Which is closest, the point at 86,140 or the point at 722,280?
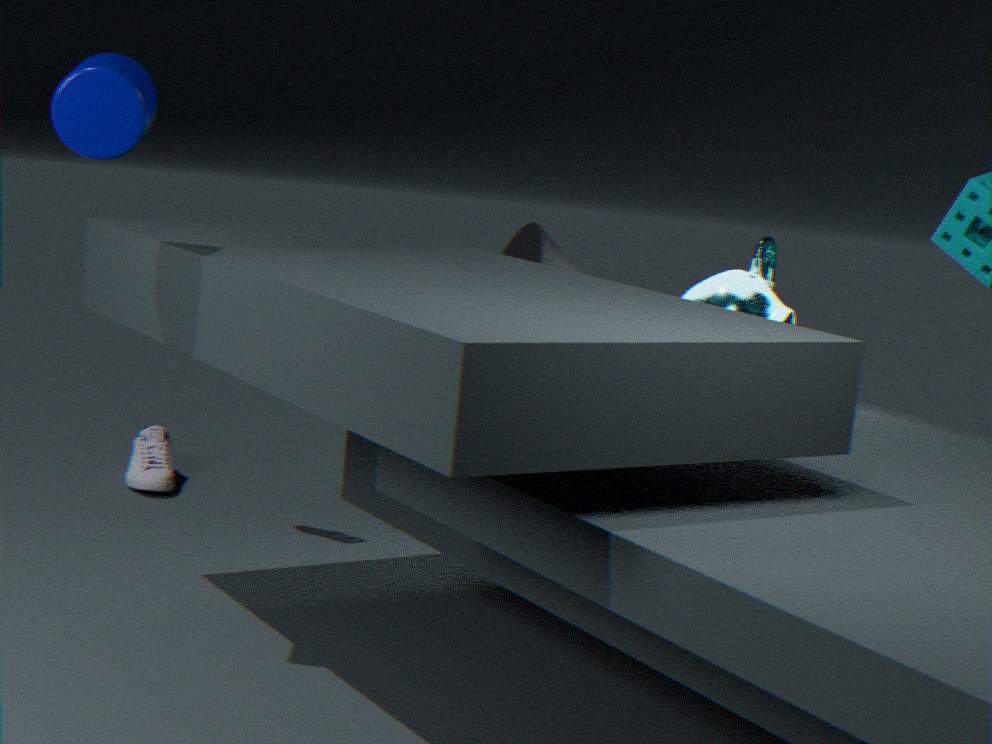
the point at 86,140
